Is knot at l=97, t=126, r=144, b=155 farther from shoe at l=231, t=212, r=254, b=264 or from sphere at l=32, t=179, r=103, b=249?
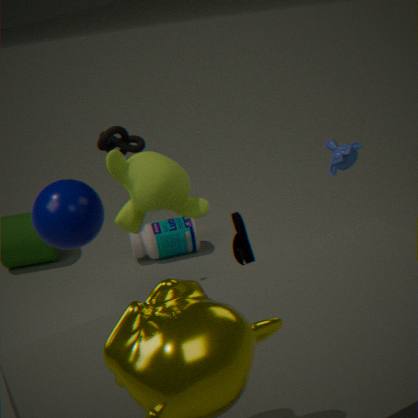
shoe at l=231, t=212, r=254, b=264
